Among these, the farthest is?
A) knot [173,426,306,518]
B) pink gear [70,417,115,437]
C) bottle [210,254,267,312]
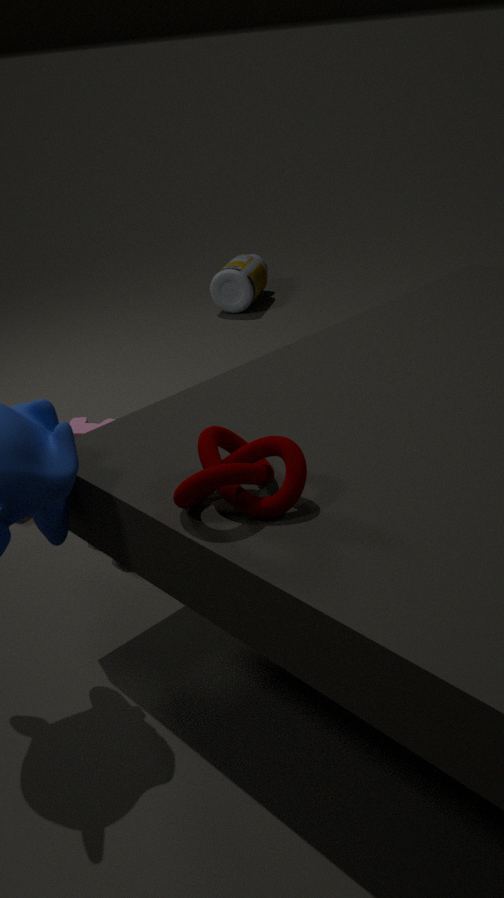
bottle [210,254,267,312]
